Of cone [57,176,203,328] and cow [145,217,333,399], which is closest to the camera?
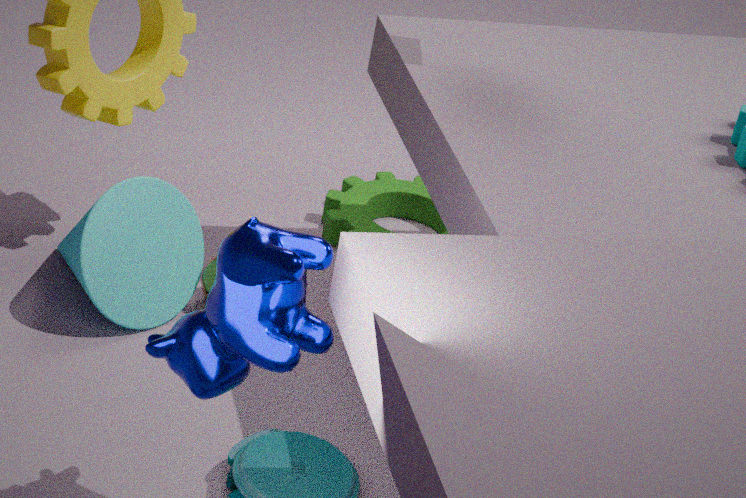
cow [145,217,333,399]
